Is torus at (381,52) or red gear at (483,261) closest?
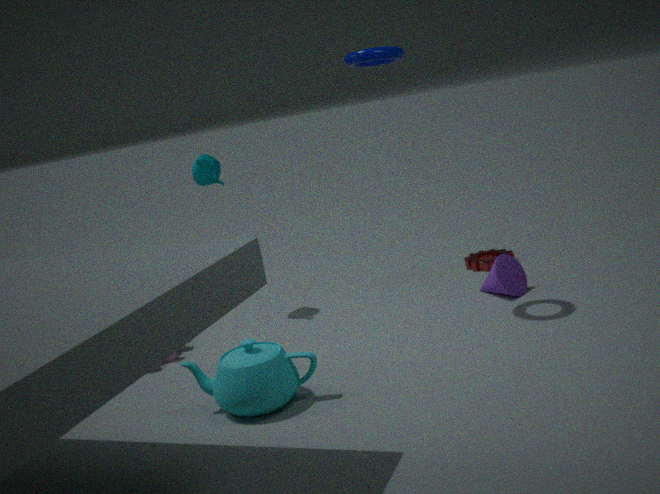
torus at (381,52)
